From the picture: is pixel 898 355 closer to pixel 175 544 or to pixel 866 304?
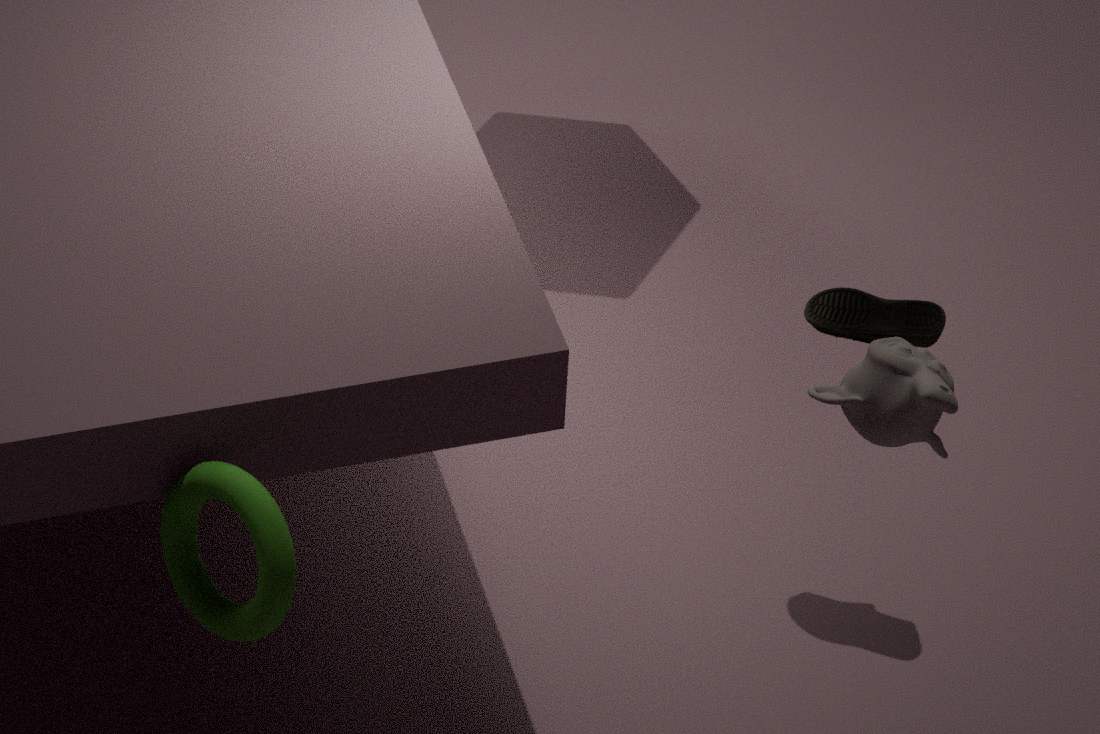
pixel 866 304
